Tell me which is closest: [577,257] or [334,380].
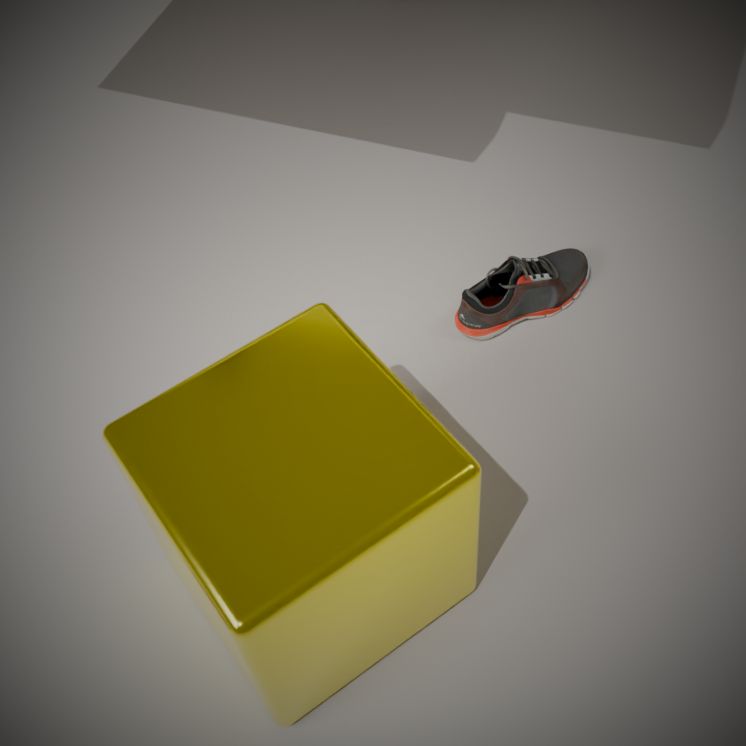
[334,380]
